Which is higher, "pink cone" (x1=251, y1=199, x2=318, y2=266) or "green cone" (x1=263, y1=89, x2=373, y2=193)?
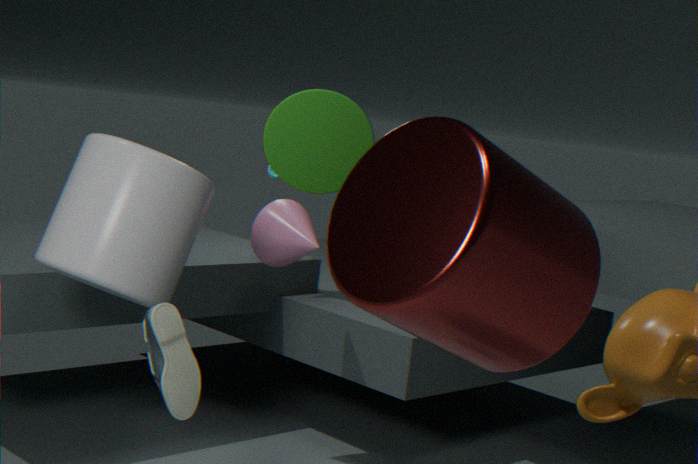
"green cone" (x1=263, y1=89, x2=373, y2=193)
